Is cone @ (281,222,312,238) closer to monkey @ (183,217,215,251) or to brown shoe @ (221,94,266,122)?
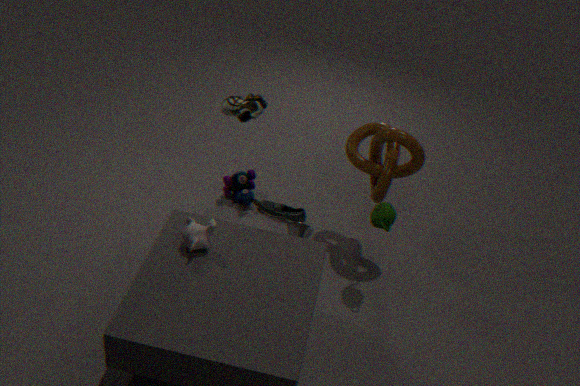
brown shoe @ (221,94,266,122)
